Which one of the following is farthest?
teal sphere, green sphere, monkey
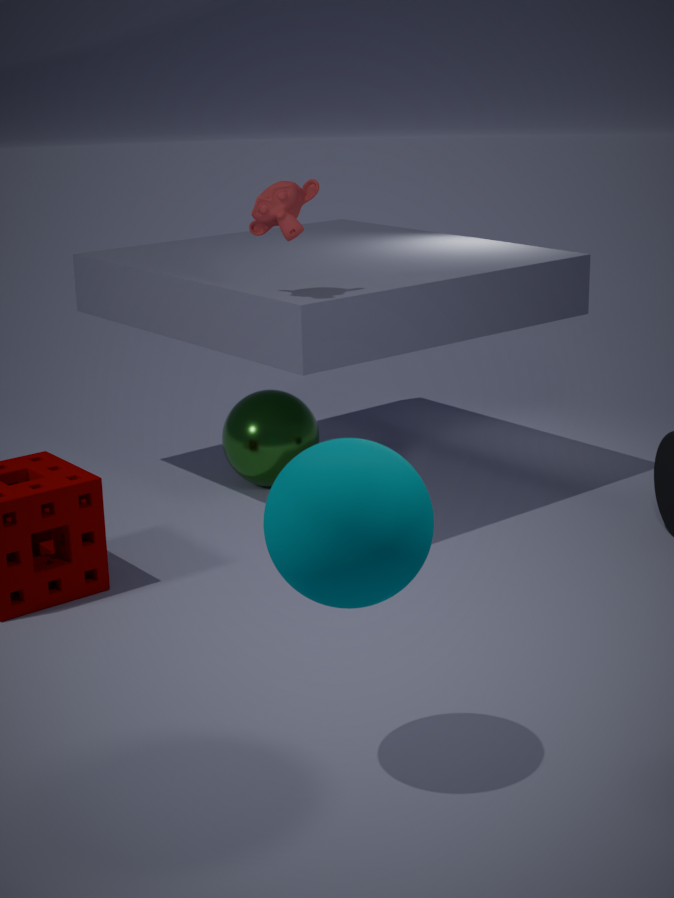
Answer: green sphere
